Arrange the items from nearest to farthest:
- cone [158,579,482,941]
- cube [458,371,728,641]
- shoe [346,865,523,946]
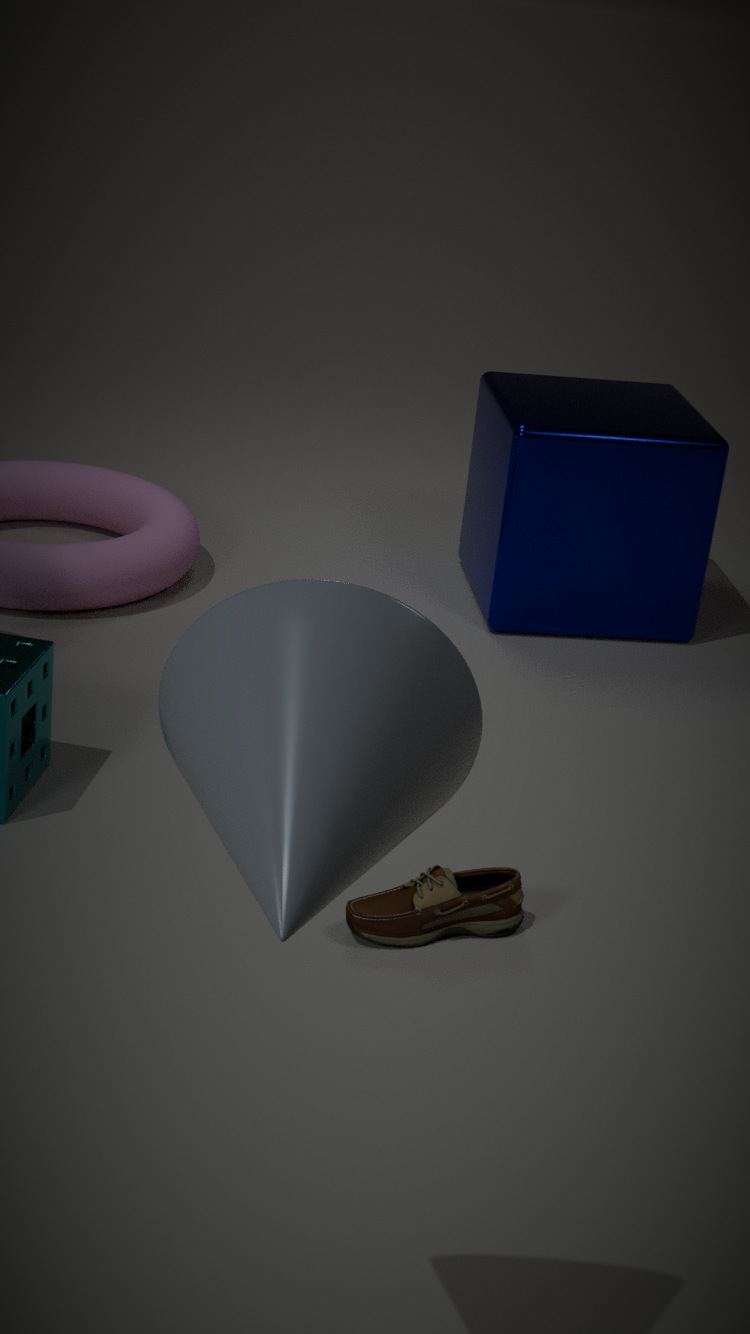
cone [158,579,482,941], shoe [346,865,523,946], cube [458,371,728,641]
